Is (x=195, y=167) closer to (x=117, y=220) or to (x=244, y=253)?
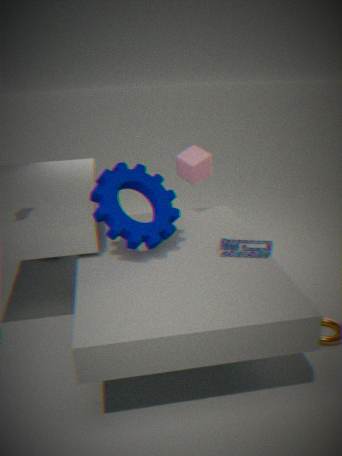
(x=117, y=220)
